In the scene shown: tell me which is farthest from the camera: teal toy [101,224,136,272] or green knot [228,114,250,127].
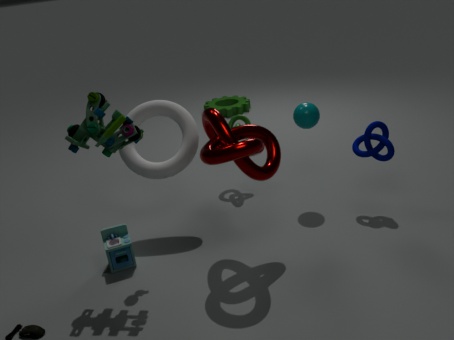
green knot [228,114,250,127]
